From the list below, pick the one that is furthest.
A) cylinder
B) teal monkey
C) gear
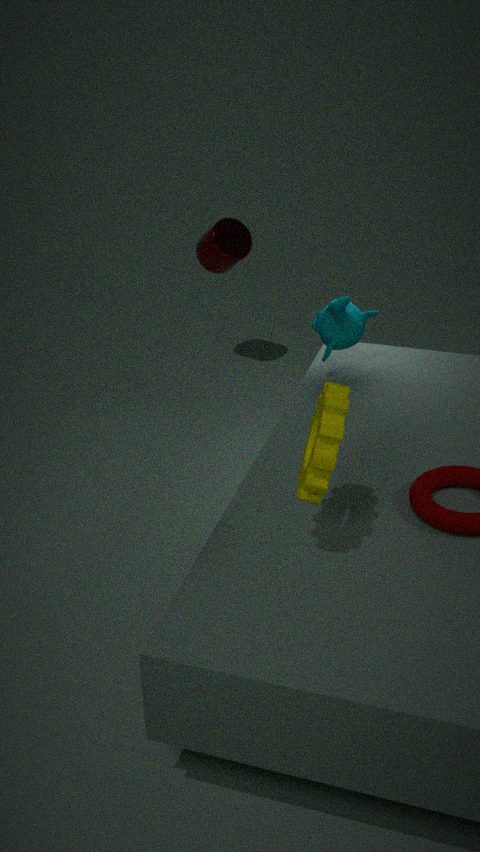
cylinder
